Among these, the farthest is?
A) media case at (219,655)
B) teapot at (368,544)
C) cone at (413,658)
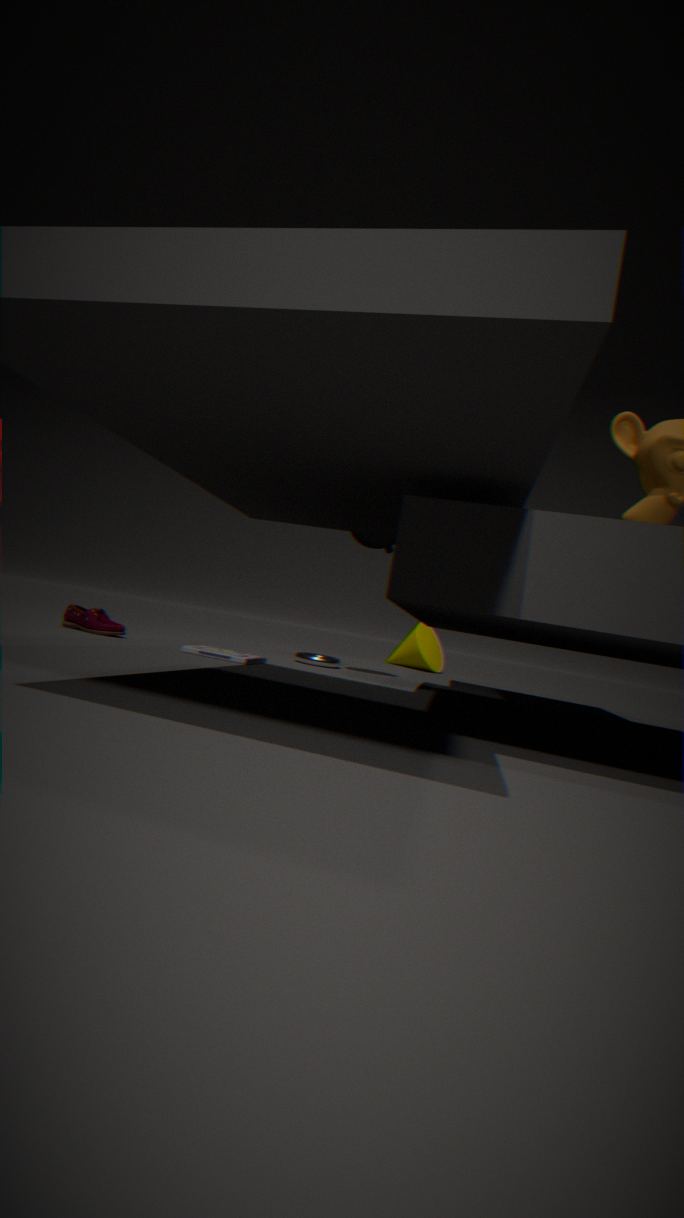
C. cone at (413,658)
